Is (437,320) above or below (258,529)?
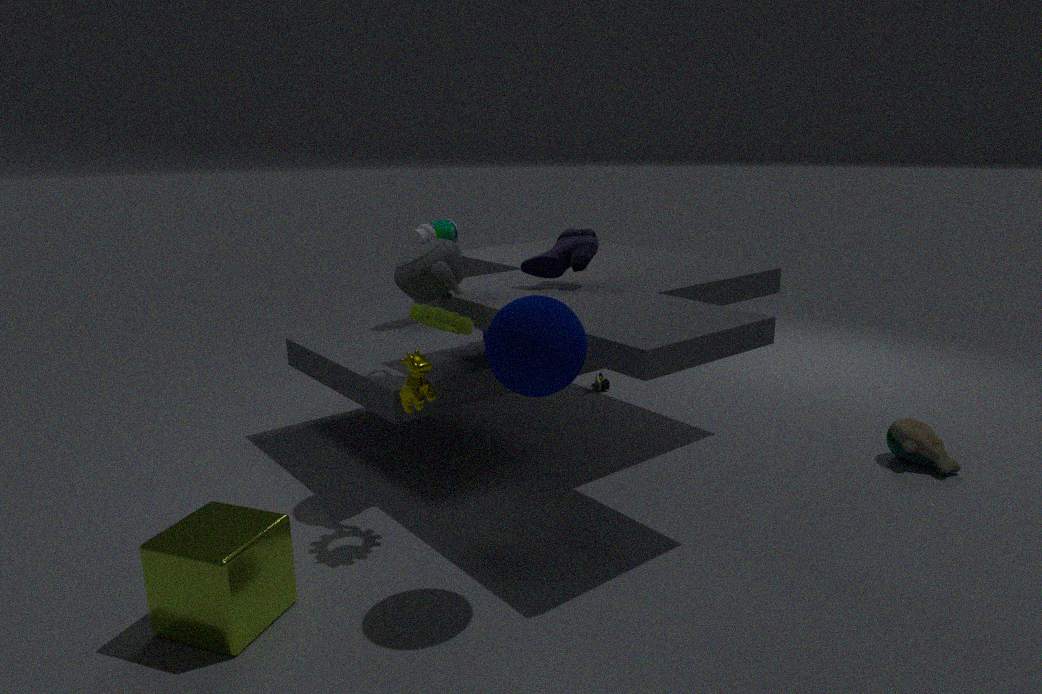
above
